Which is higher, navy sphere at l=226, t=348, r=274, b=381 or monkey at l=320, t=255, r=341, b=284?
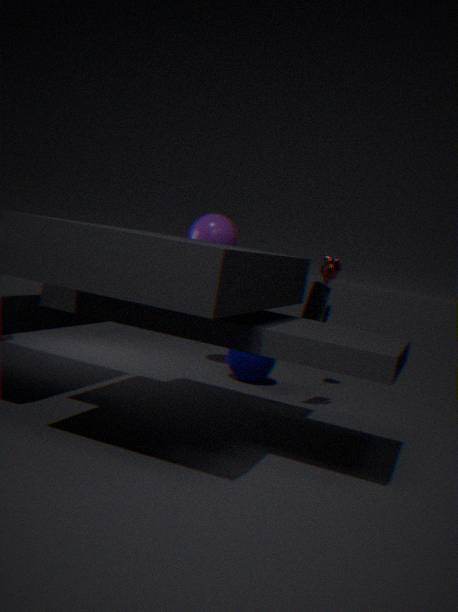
monkey at l=320, t=255, r=341, b=284
